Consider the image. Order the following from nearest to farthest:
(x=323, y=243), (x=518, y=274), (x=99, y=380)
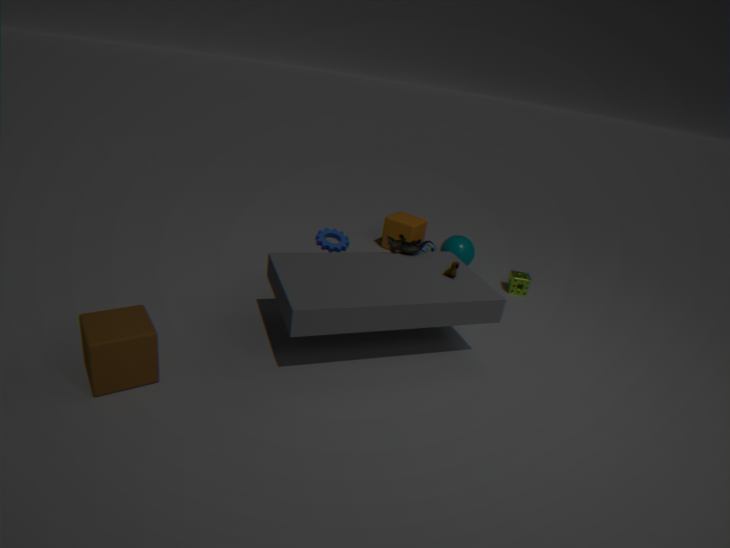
1. (x=99, y=380)
2. (x=323, y=243)
3. (x=518, y=274)
